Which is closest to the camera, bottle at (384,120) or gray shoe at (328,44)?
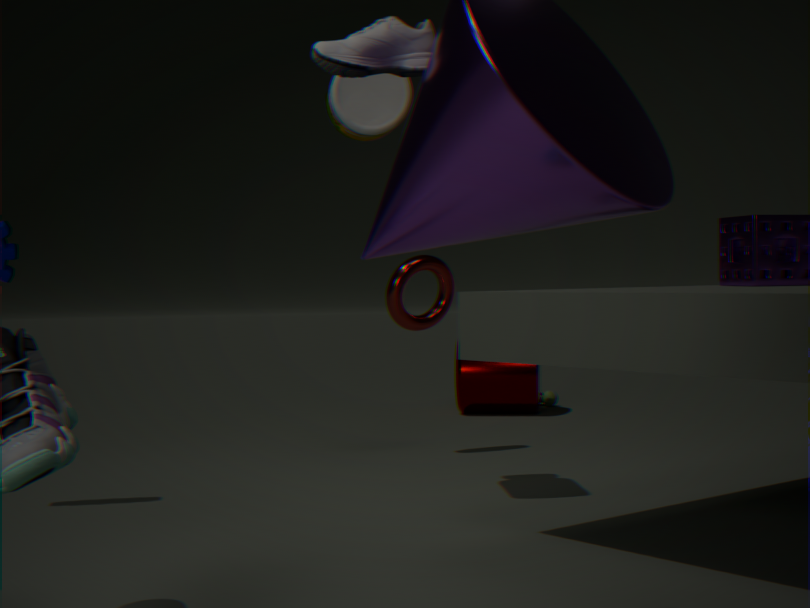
gray shoe at (328,44)
